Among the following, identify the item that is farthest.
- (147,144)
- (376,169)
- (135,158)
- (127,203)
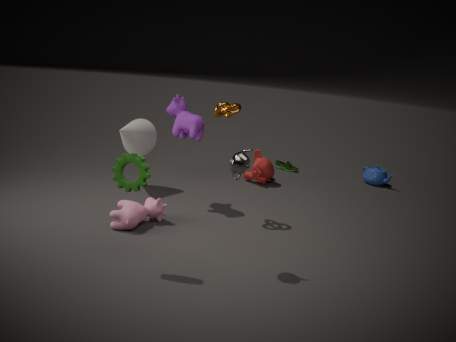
(376,169)
